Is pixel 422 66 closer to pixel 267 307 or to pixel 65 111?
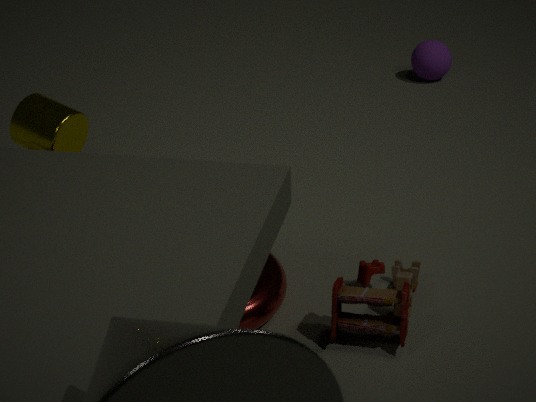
pixel 65 111
